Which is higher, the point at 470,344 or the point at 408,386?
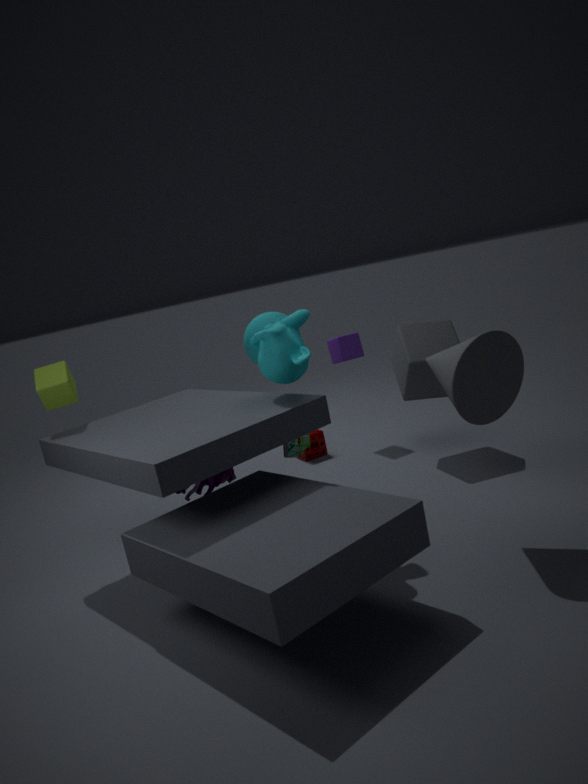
the point at 470,344
